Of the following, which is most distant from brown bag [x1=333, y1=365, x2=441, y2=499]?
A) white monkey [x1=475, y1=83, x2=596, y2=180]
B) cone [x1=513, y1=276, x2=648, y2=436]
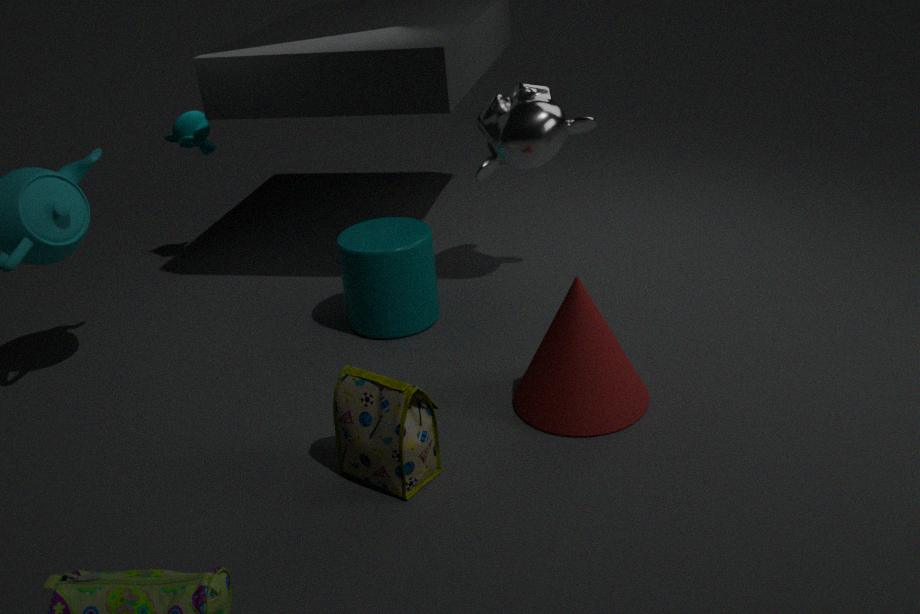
white monkey [x1=475, y1=83, x2=596, y2=180]
